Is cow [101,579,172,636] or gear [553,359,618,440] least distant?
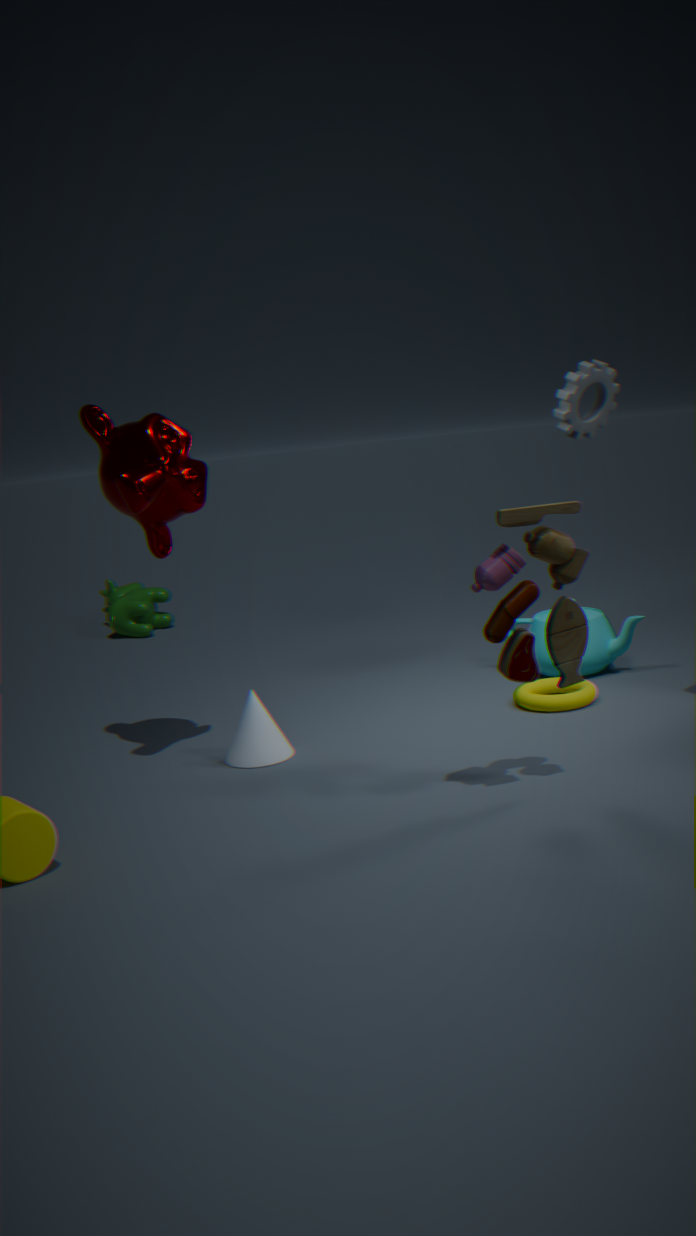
gear [553,359,618,440]
